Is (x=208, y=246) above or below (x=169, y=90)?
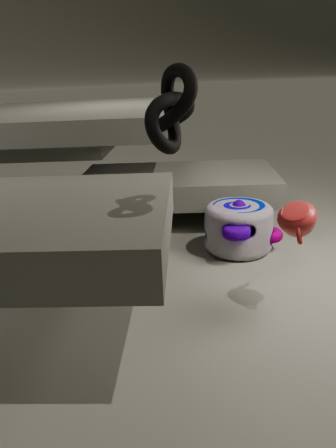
below
